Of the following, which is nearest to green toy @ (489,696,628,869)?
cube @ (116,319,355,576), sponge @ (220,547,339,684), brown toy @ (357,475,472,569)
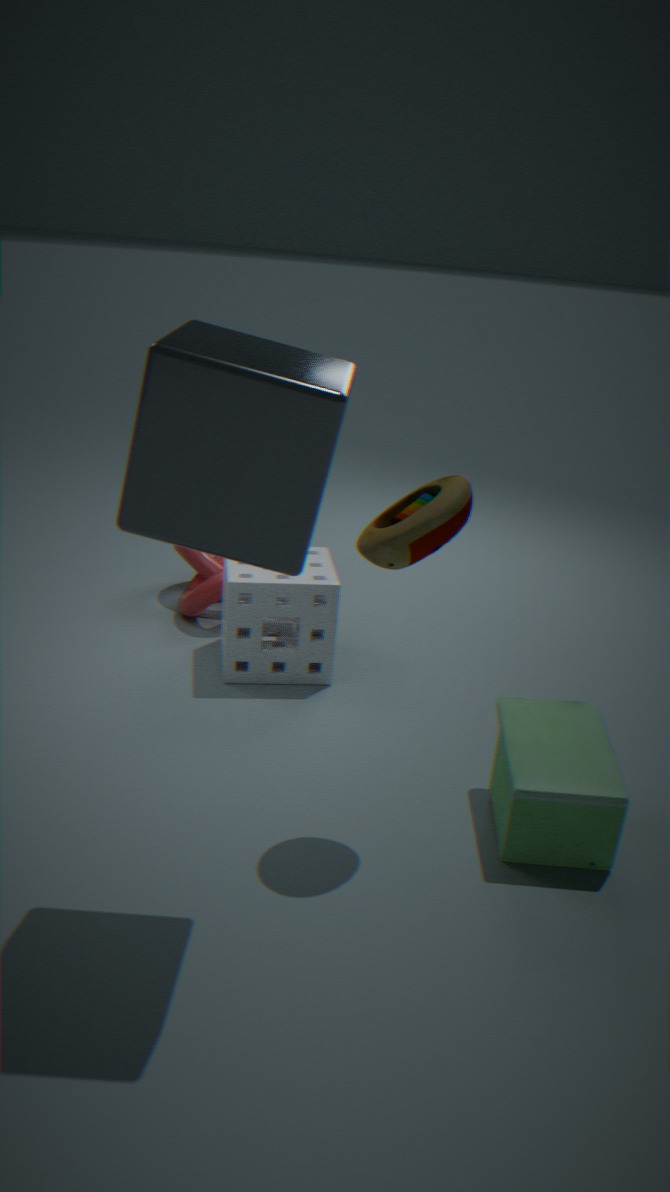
brown toy @ (357,475,472,569)
